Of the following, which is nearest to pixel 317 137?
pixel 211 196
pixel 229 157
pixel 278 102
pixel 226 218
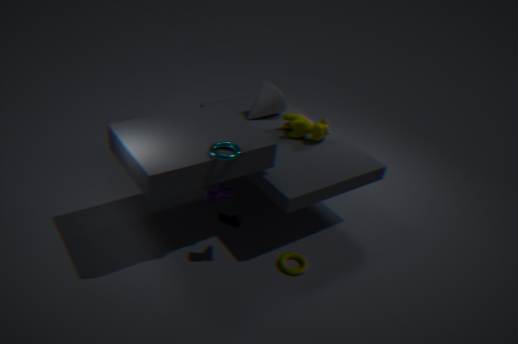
pixel 278 102
